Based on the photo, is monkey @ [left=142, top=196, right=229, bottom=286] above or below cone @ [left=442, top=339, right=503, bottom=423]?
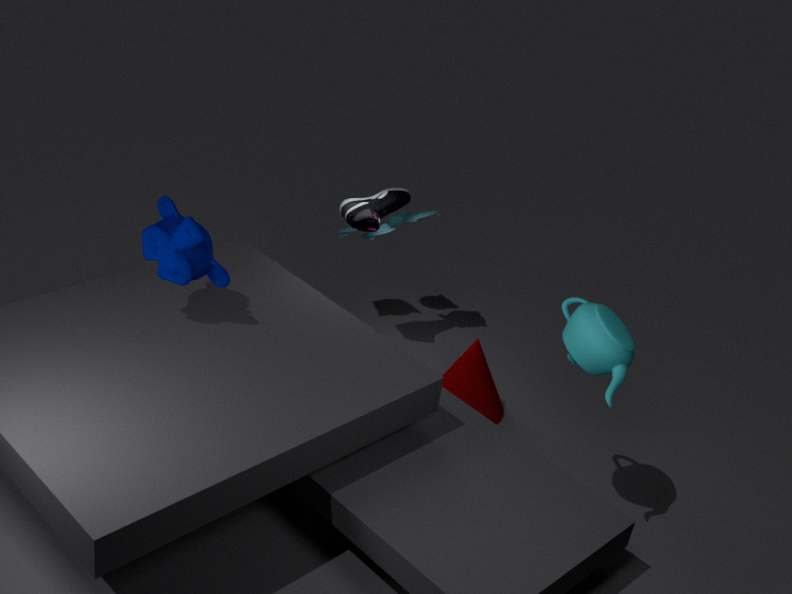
above
